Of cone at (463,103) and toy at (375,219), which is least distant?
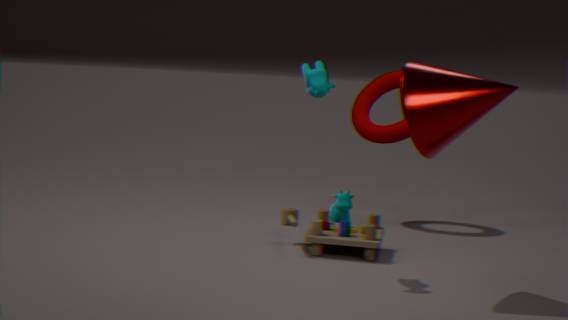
cone at (463,103)
